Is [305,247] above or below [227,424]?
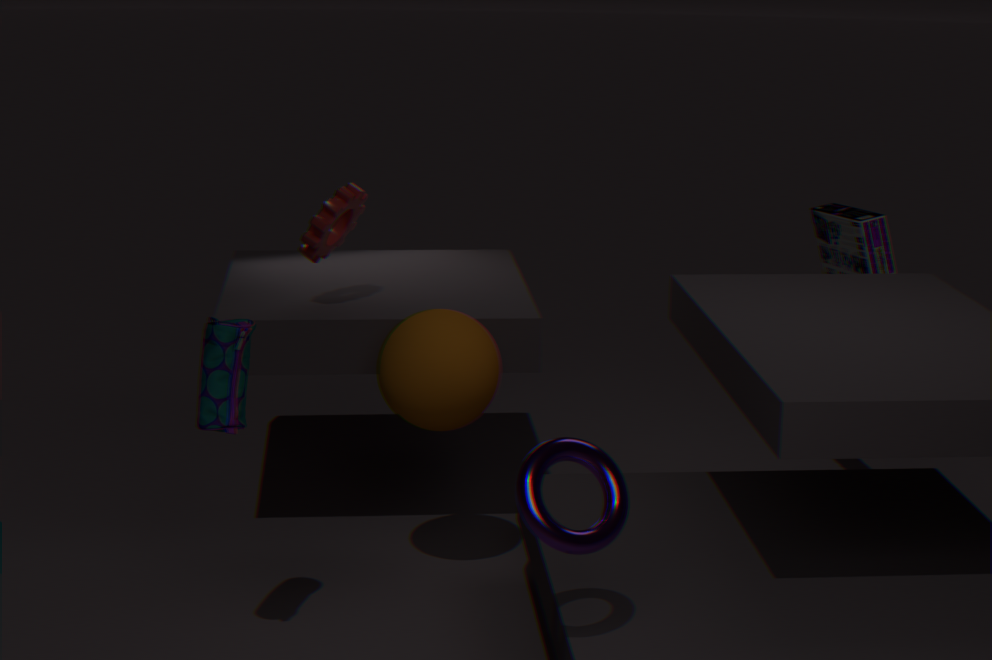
above
